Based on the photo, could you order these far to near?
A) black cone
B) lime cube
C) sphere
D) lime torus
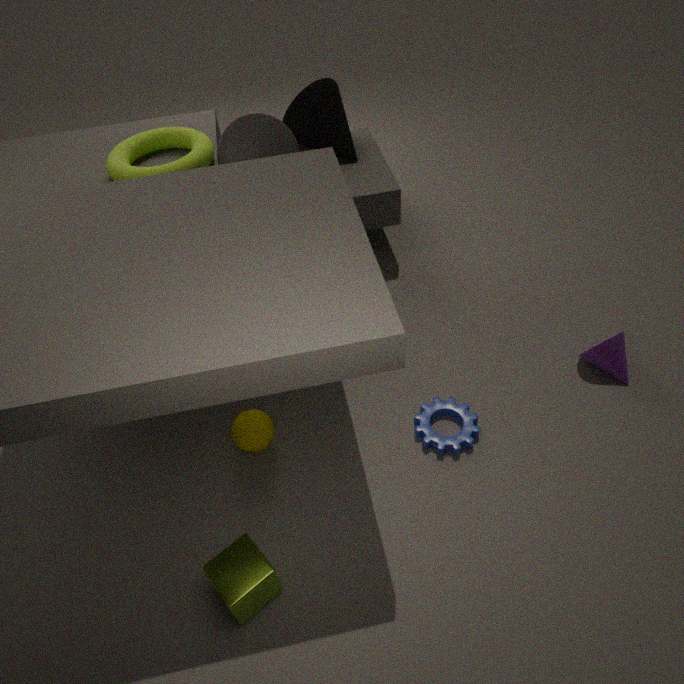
1. black cone
2. lime torus
3. sphere
4. lime cube
